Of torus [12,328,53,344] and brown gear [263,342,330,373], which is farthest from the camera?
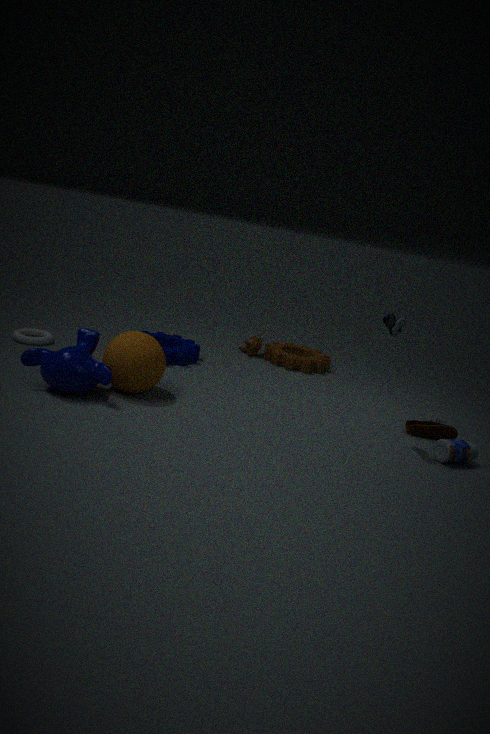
brown gear [263,342,330,373]
